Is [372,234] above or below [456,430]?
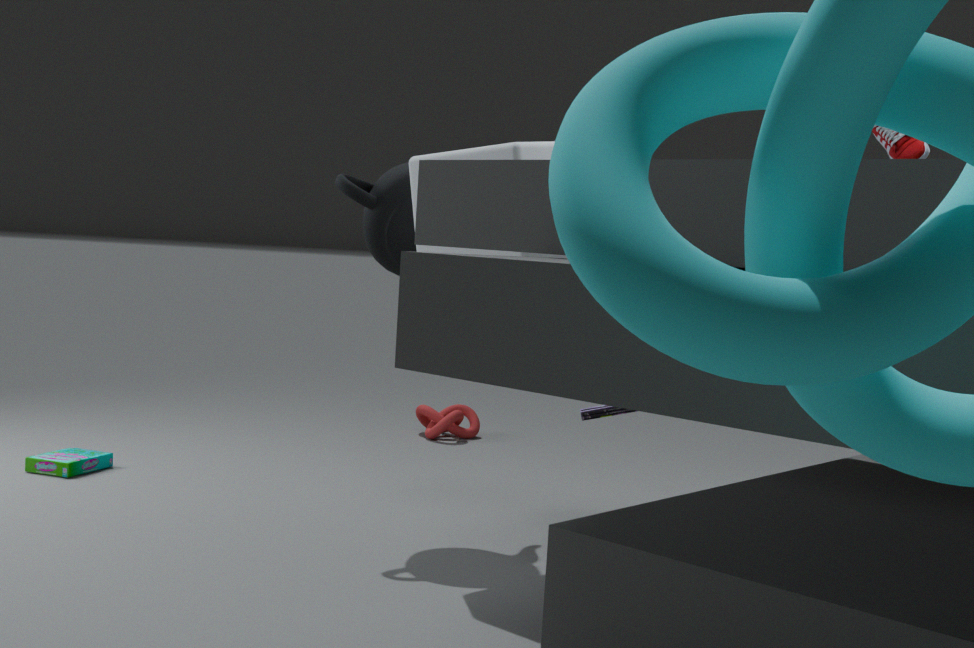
above
